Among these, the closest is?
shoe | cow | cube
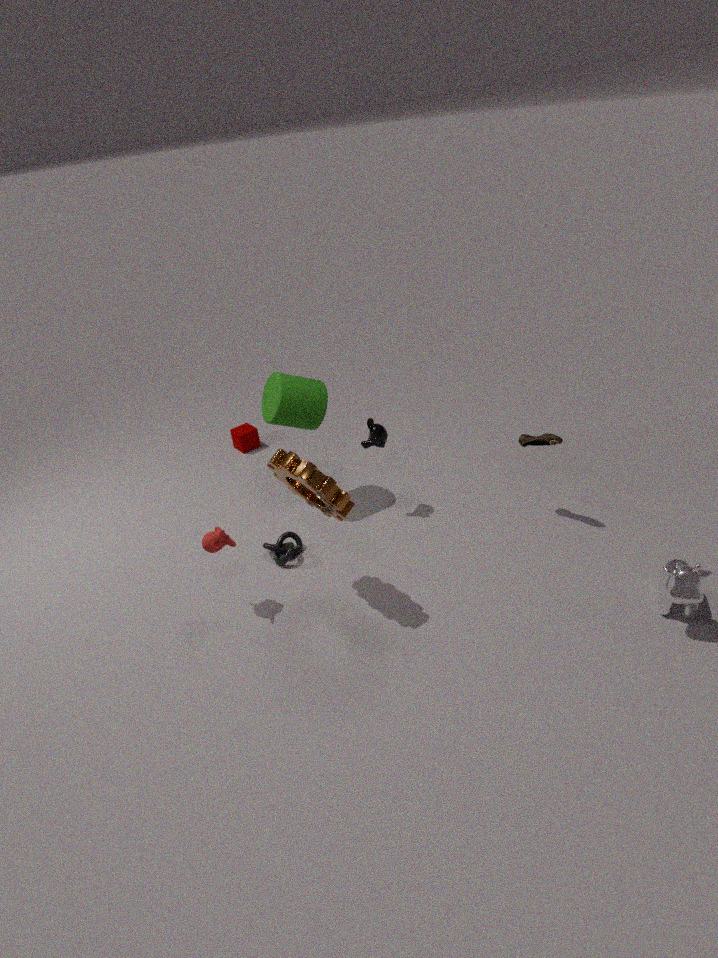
cow
